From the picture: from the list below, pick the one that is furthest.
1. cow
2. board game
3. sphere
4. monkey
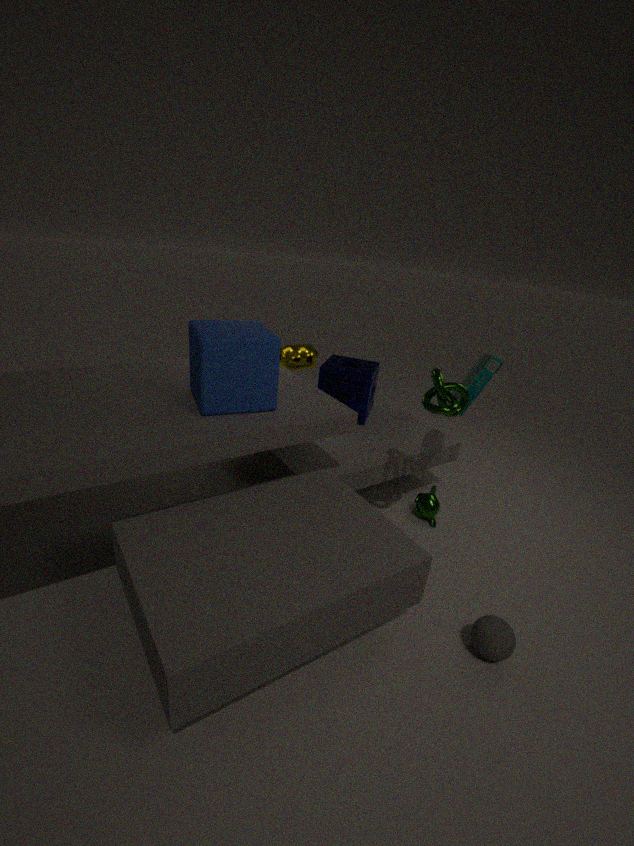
cow
